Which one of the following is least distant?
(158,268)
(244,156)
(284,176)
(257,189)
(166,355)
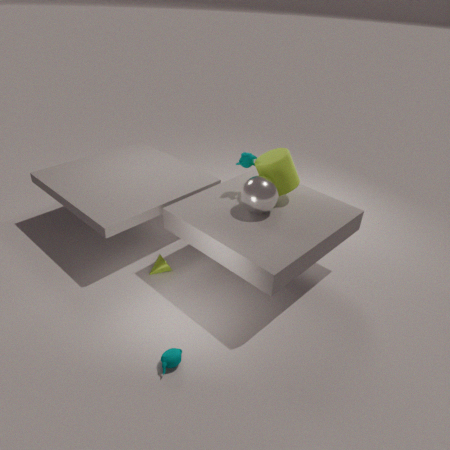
(166,355)
